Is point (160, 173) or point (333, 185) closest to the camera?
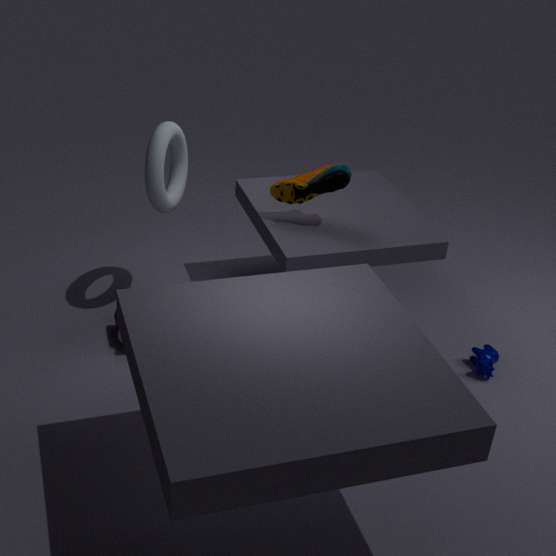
point (160, 173)
